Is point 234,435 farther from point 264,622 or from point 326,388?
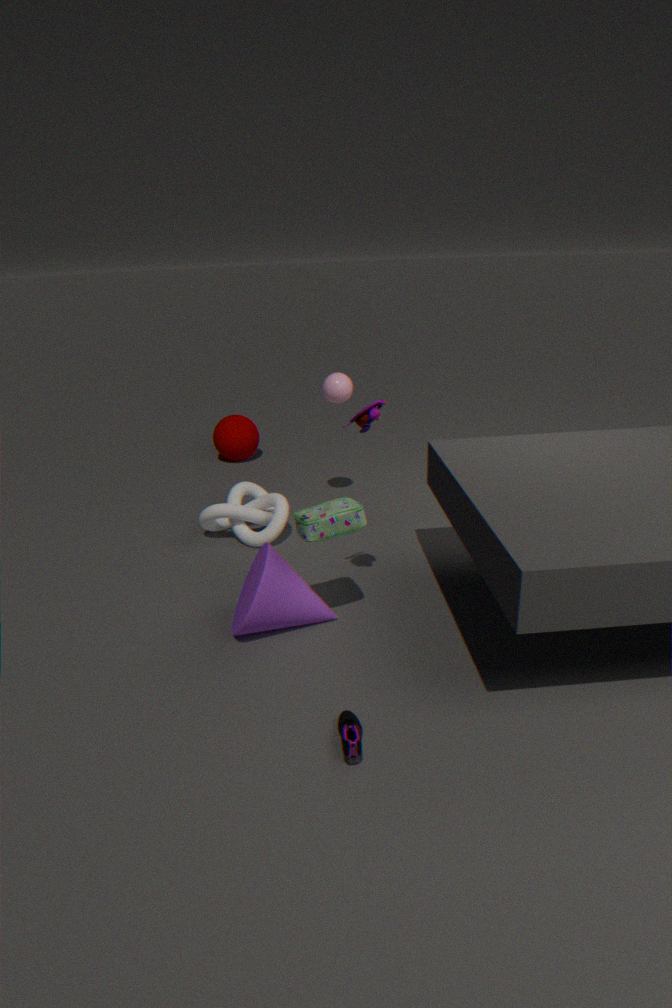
point 264,622
